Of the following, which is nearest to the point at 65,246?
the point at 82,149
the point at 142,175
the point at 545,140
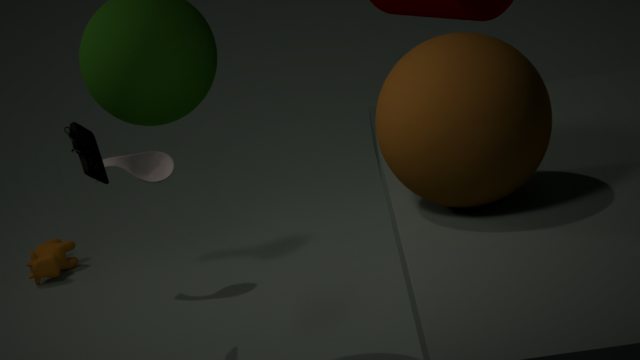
the point at 142,175
